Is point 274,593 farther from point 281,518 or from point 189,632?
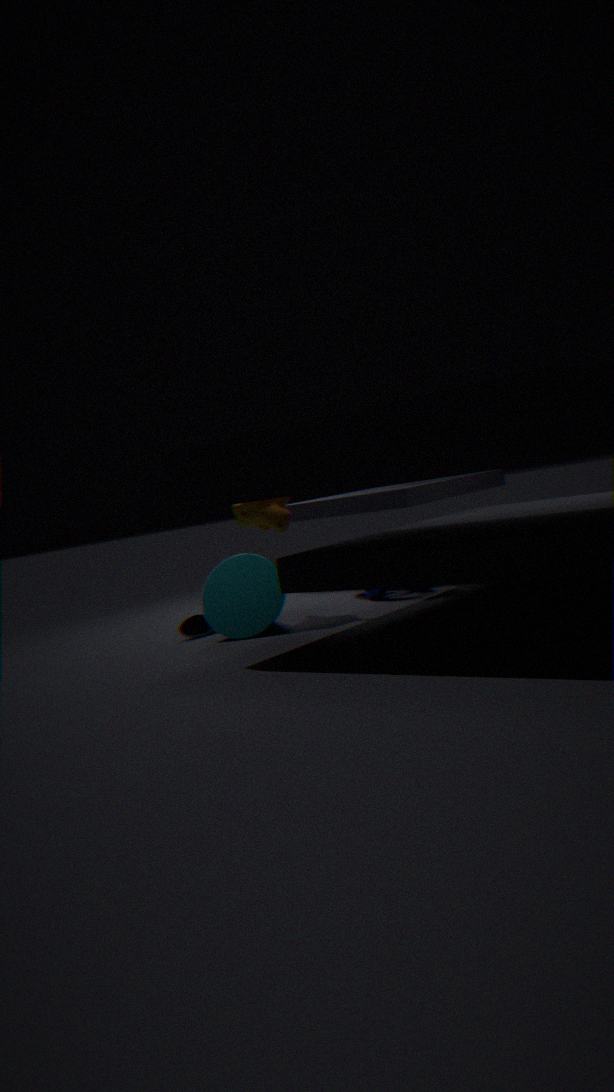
point 281,518
